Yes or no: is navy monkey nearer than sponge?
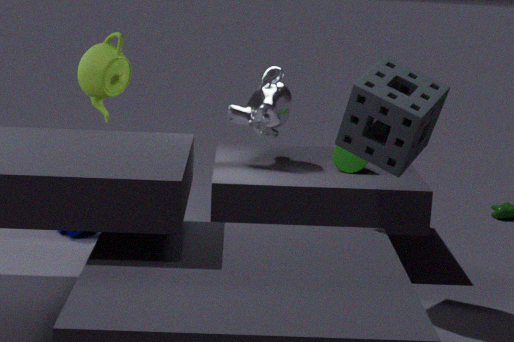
No
